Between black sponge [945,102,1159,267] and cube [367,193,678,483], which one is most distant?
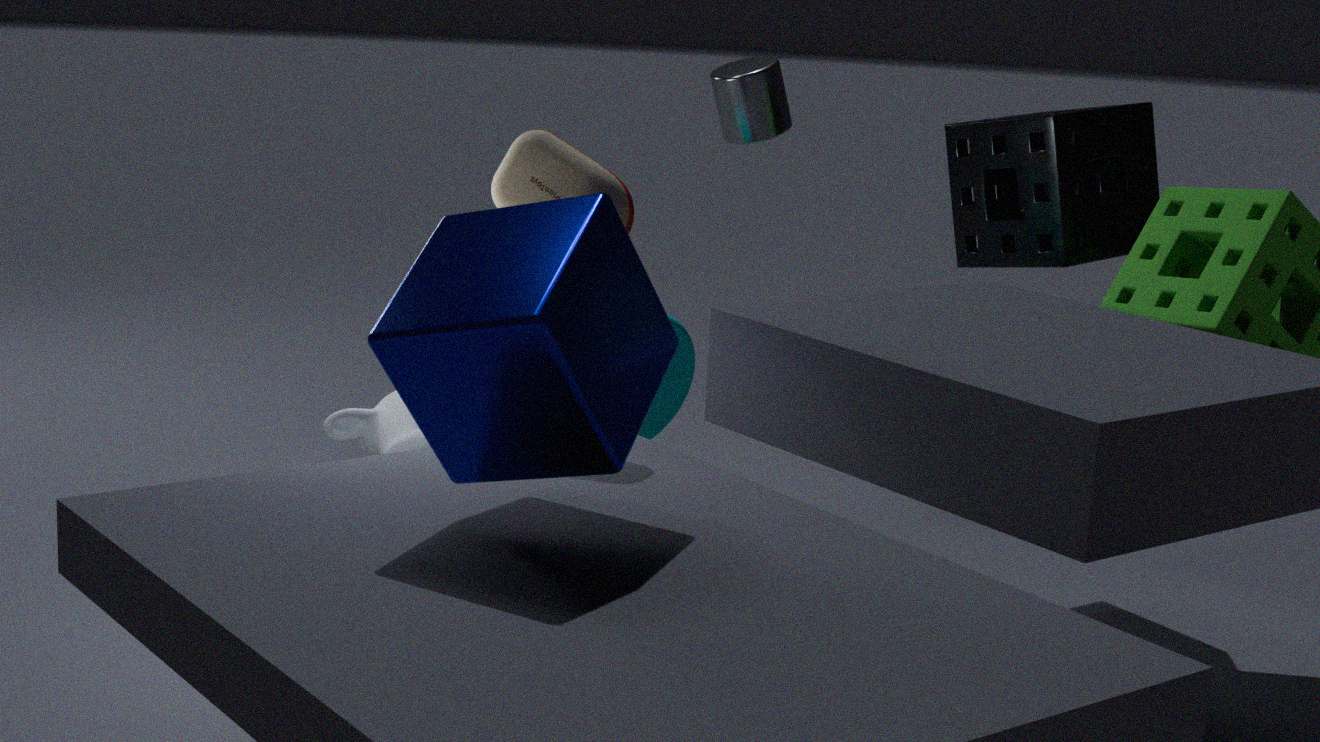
black sponge [945,102,1159,267]
